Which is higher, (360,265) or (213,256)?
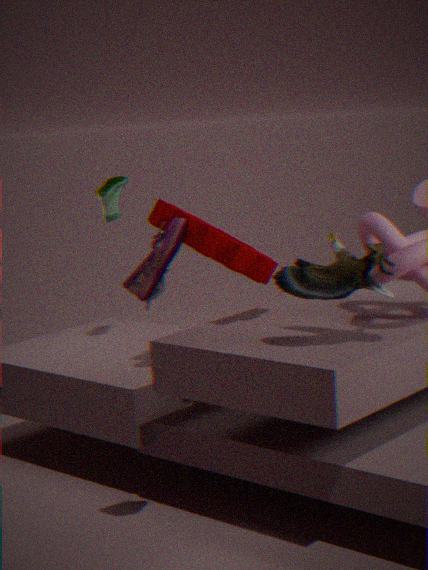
(213,256)
